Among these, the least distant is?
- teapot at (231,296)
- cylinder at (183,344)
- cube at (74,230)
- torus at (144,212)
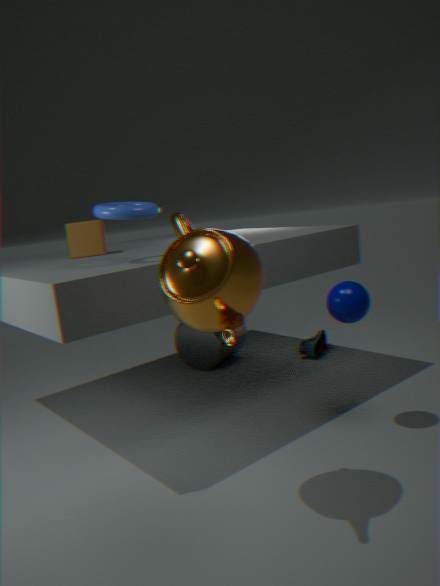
teapot at (231,296)
